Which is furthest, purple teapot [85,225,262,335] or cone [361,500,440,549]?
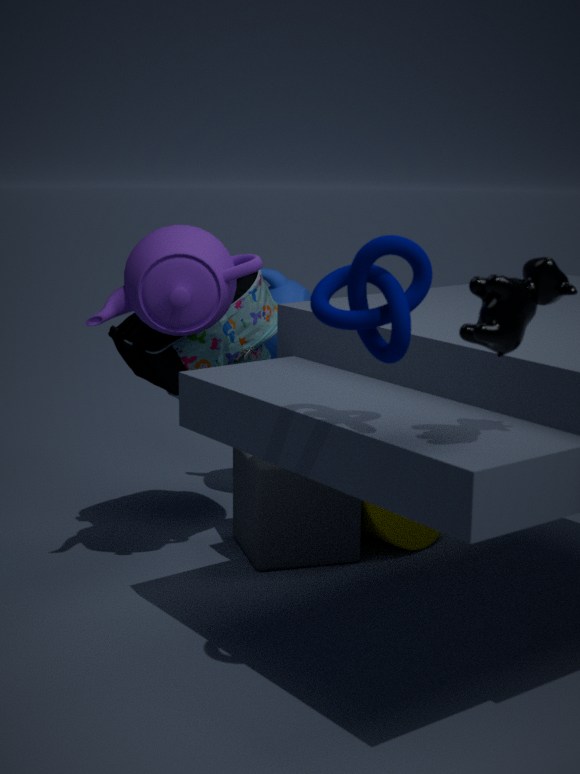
cone [361,500,440,549]
